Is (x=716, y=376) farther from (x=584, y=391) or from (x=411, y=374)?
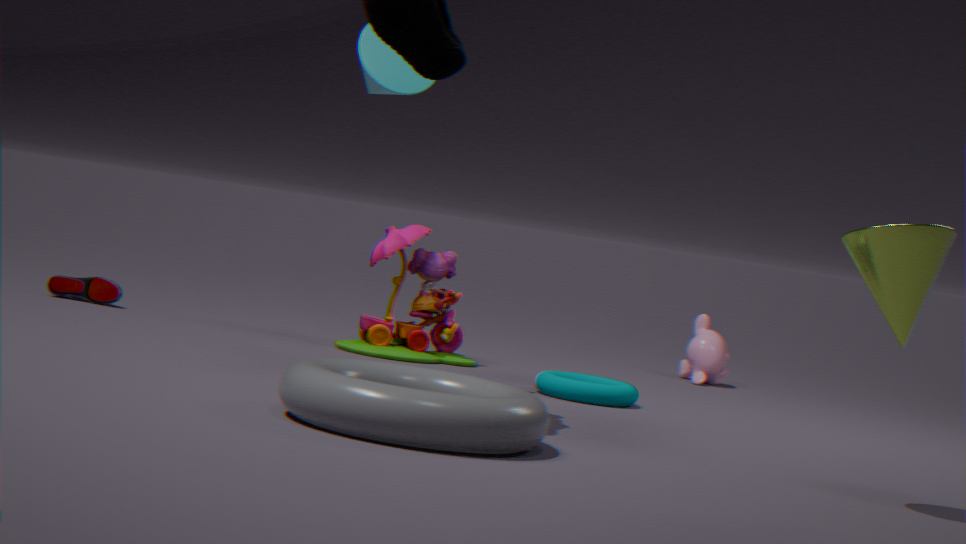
(x=411, y=374)
